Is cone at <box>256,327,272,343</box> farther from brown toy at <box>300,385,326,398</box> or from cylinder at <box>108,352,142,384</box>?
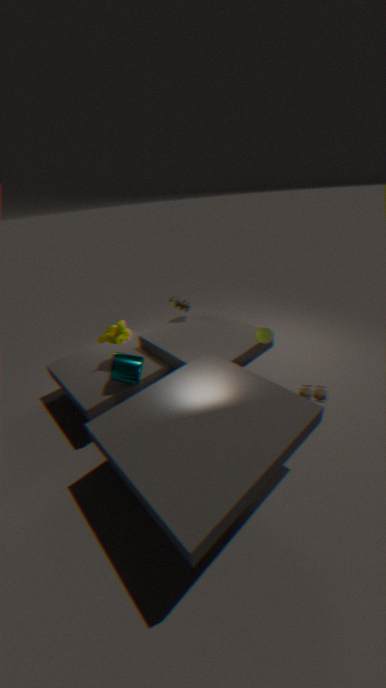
cylinder at <box>108,352,142,384</box>
